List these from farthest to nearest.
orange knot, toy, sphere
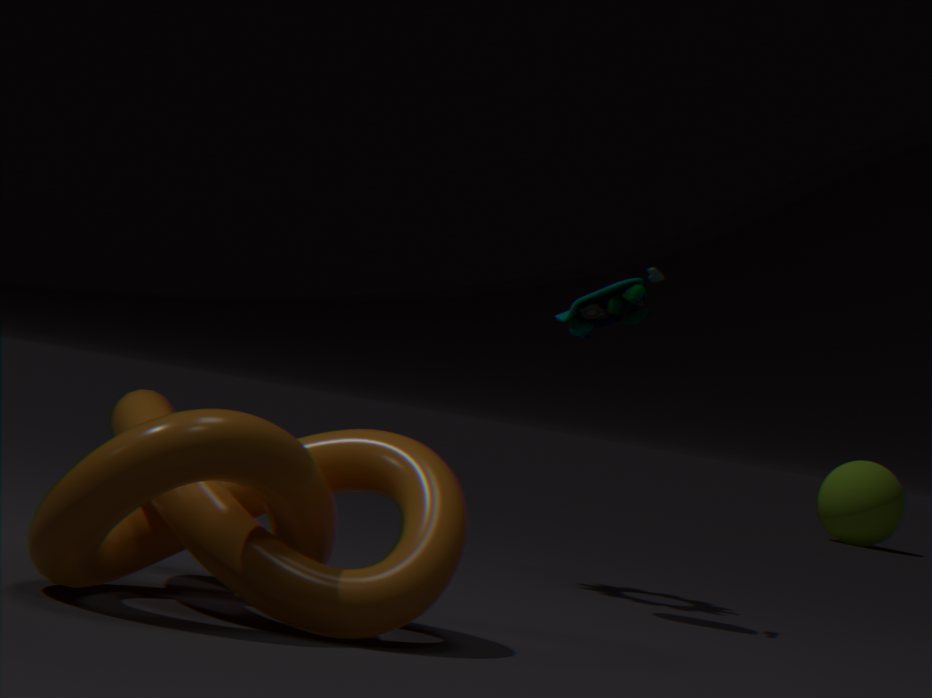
sphere
toy
orange knot
